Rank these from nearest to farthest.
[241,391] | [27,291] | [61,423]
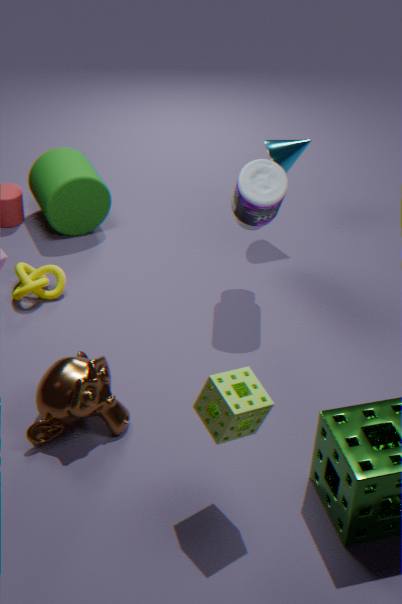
[241,391], [61,423], [27,291]
